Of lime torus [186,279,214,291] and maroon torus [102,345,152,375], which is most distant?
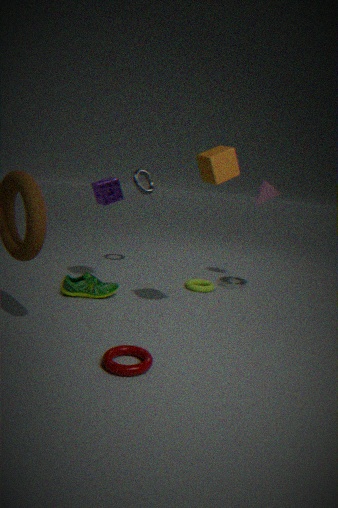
lime torus [186,279,214,291]
